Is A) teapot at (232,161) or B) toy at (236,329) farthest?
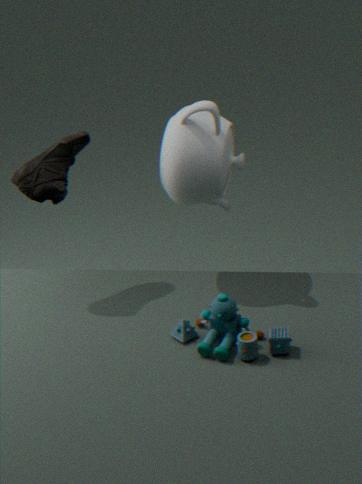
A. teapot at (232,161)
